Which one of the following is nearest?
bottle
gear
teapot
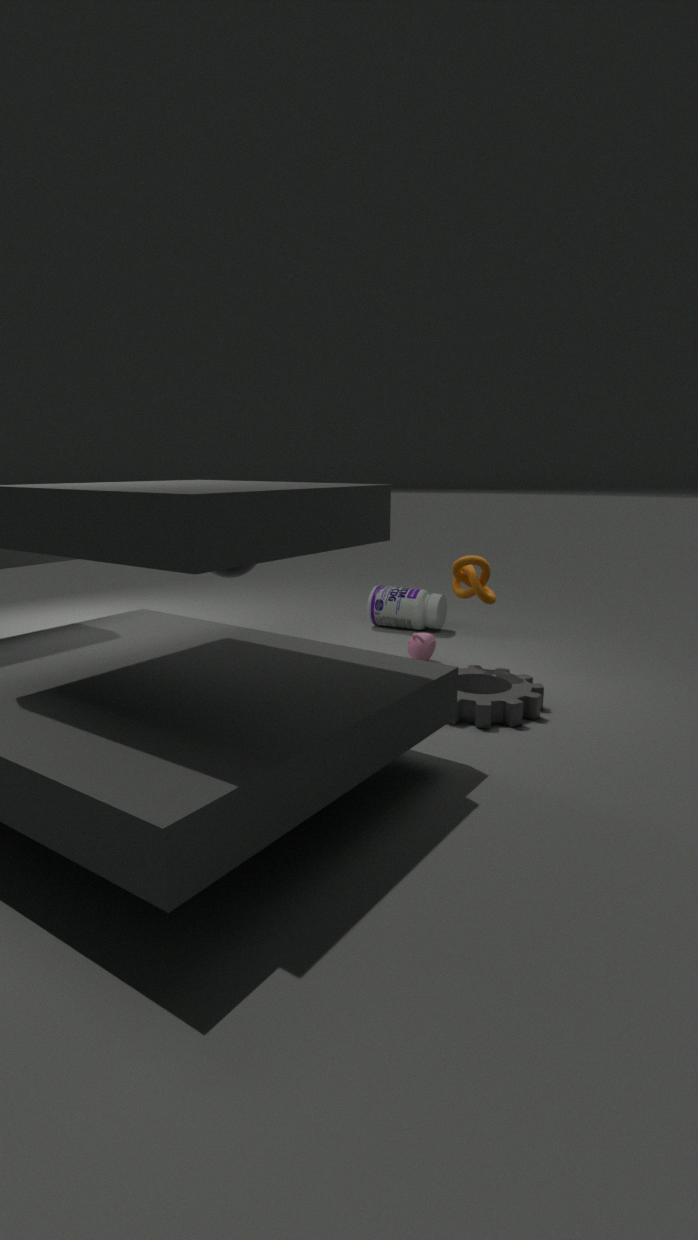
gear
